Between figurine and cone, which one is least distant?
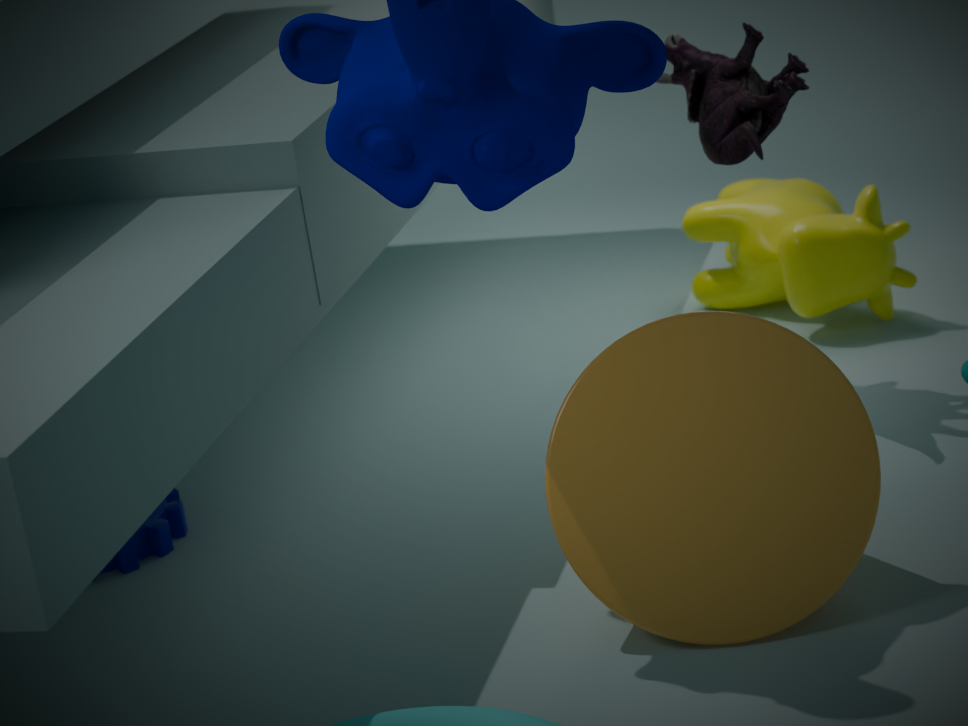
cone
